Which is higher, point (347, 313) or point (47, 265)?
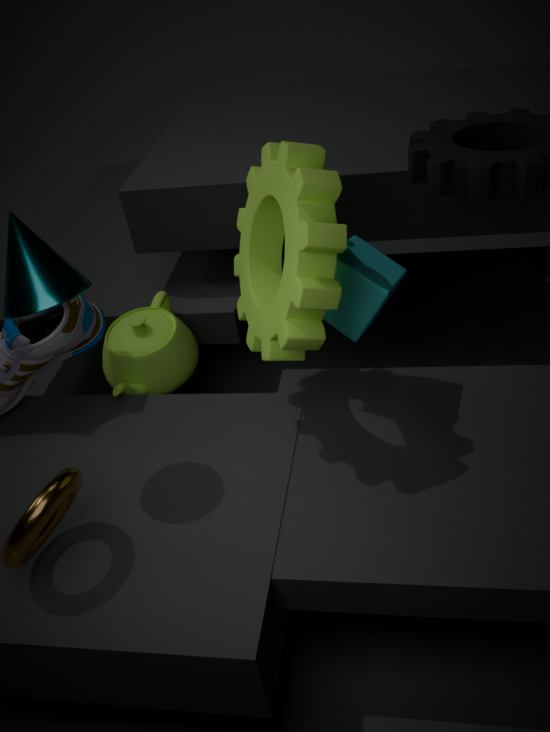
point (47, 265)
